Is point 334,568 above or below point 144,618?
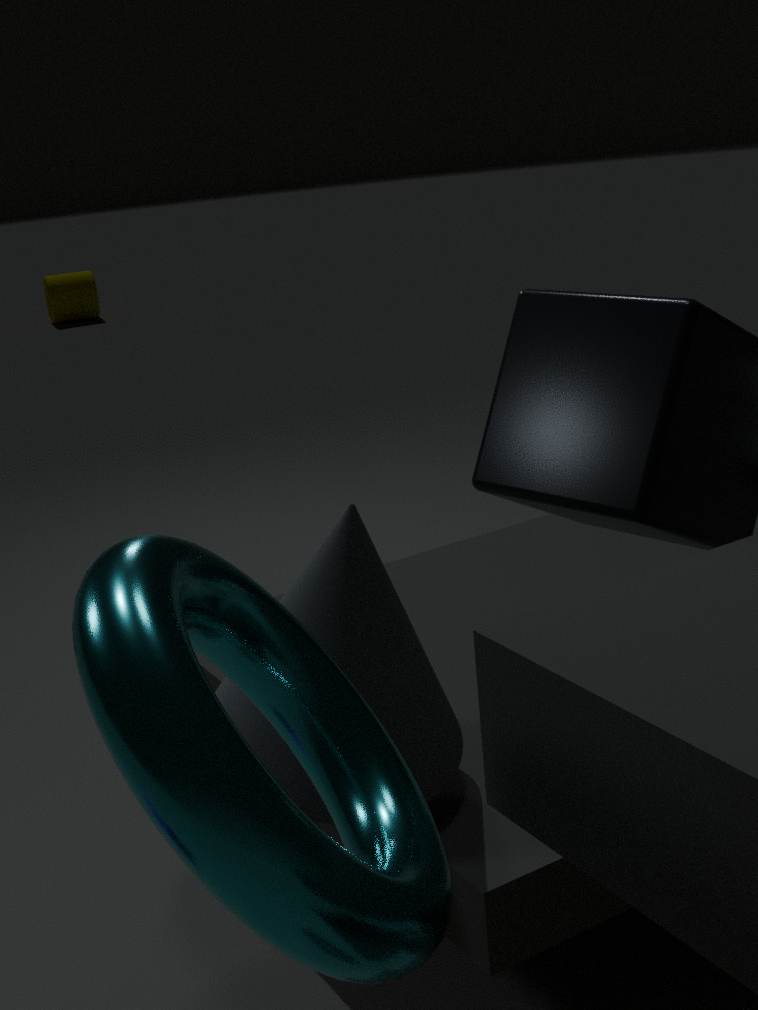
below
